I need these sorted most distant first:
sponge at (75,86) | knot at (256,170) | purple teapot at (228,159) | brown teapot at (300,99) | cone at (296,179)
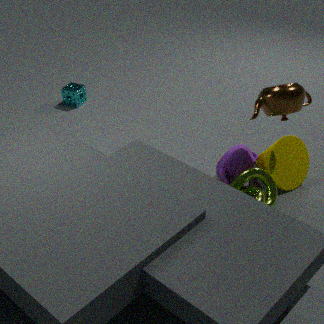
sponge at (75,86) < cone at (296,179) < purple teapot at (228,159) < knot at (256,170) < brown teapot at (300,99)
